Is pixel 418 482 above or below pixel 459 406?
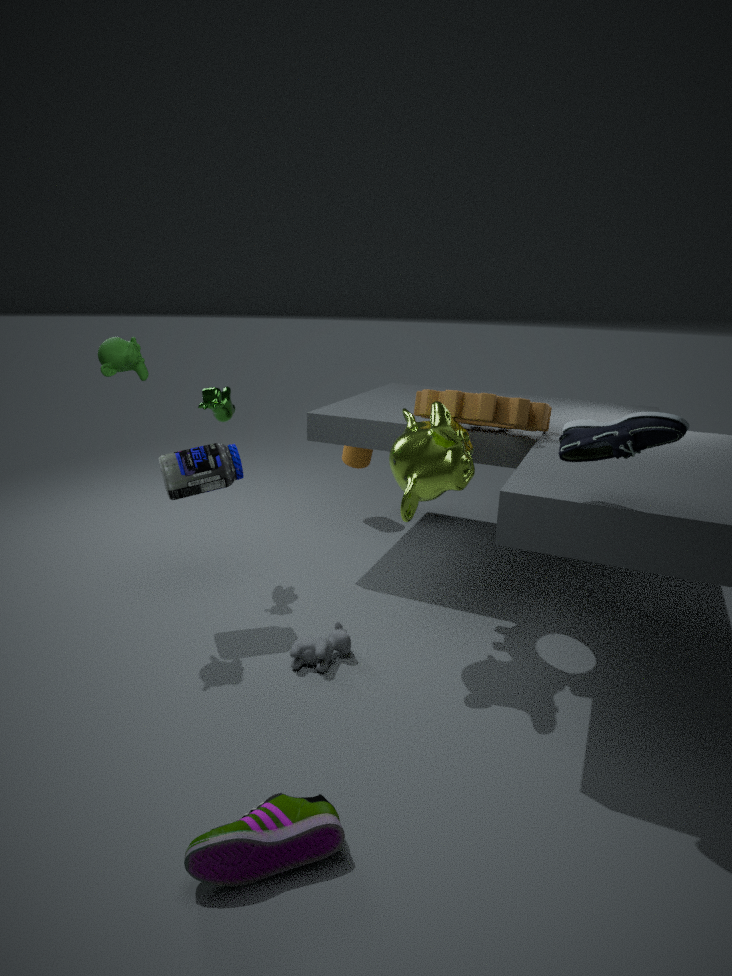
below
